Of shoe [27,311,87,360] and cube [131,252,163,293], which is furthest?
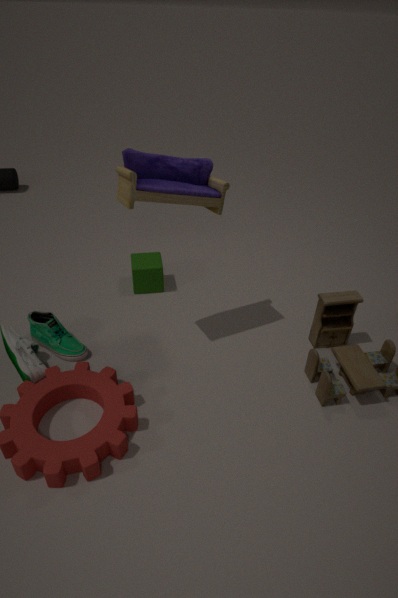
cube [131,252,163,293]
